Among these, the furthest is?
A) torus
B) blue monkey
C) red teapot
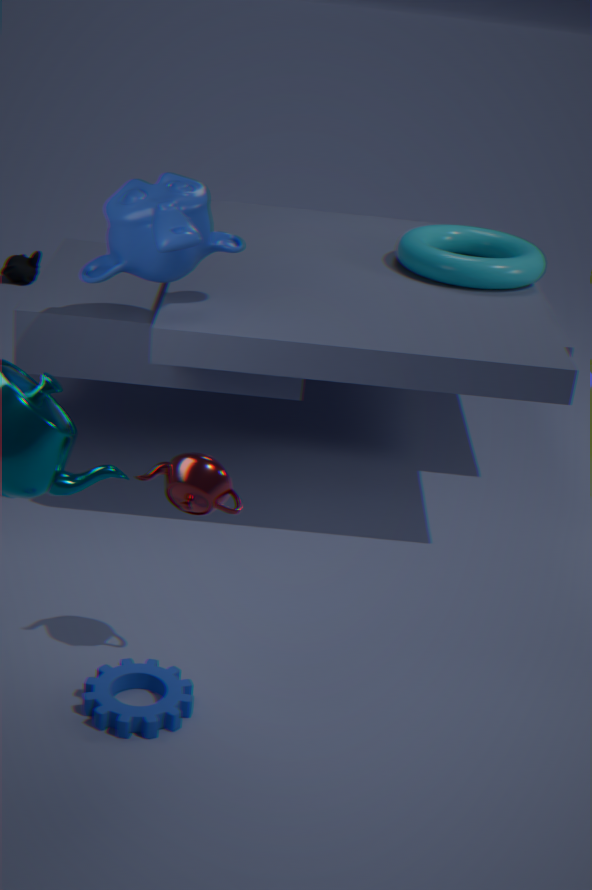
torus
